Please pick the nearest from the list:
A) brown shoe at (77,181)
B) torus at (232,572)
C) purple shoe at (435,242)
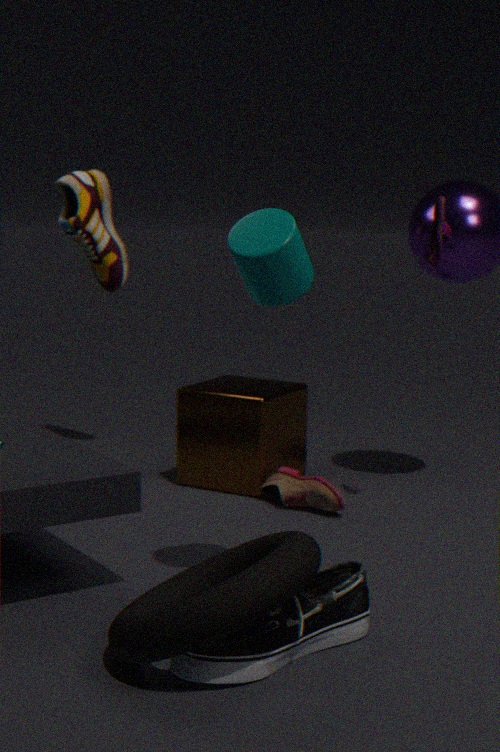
torus at (232,572)
